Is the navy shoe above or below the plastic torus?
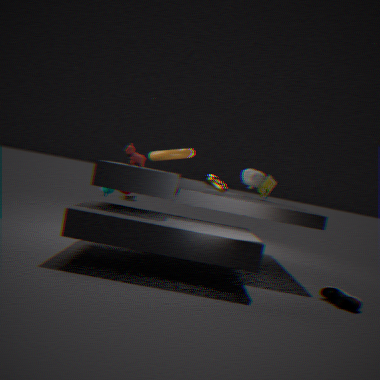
below
